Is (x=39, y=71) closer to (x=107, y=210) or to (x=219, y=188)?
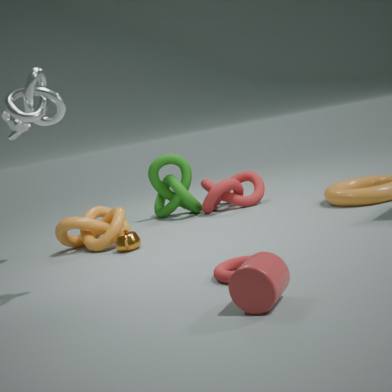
(x=107, y=210)
